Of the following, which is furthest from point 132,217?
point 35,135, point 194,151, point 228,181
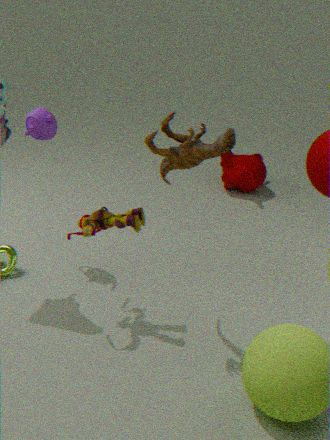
point 228,181
